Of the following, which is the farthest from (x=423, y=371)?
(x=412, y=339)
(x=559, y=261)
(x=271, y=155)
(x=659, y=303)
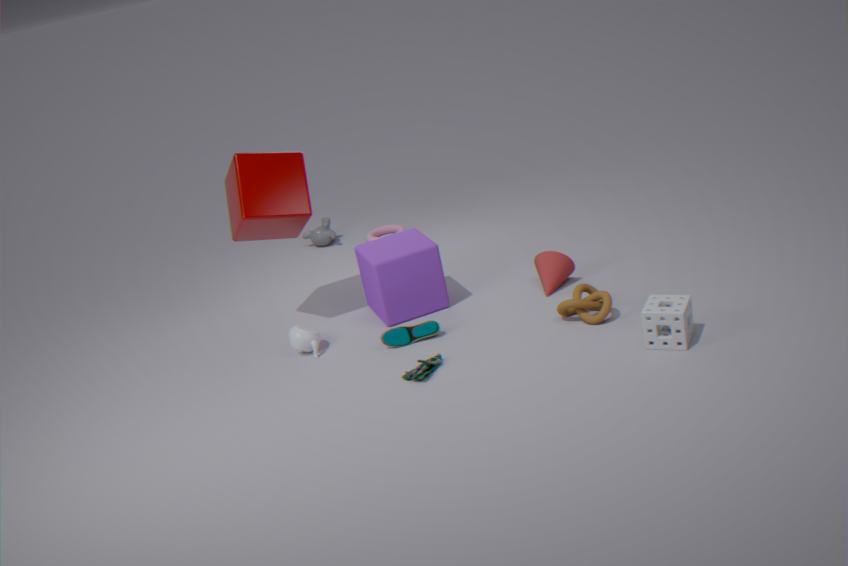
(x=271, y=155)
